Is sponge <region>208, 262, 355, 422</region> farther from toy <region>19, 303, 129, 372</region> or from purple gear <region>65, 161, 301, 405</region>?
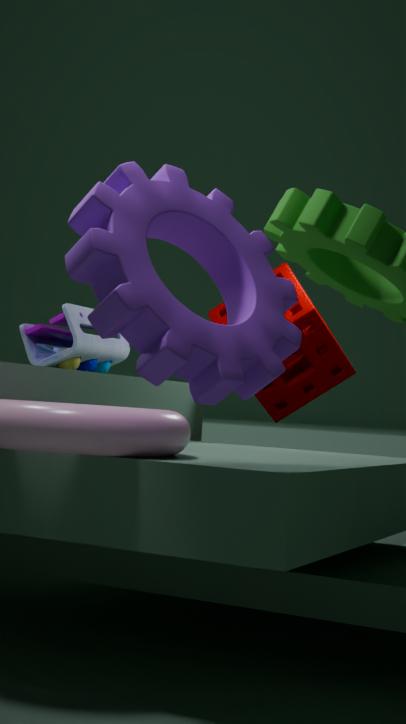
purple gear <region>65, 161, 301, 405</region>
